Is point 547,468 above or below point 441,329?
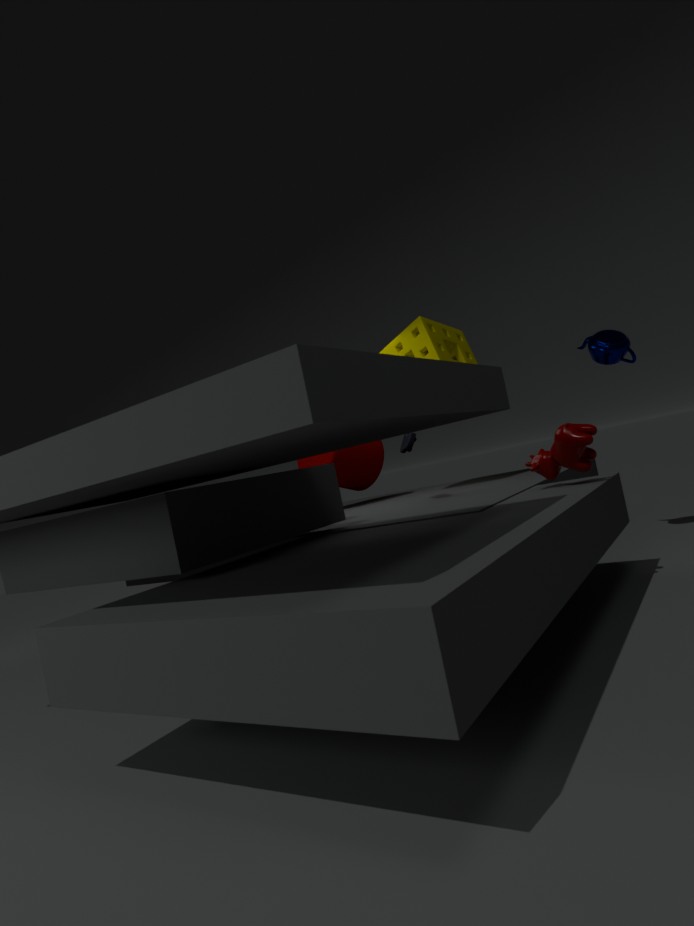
below
